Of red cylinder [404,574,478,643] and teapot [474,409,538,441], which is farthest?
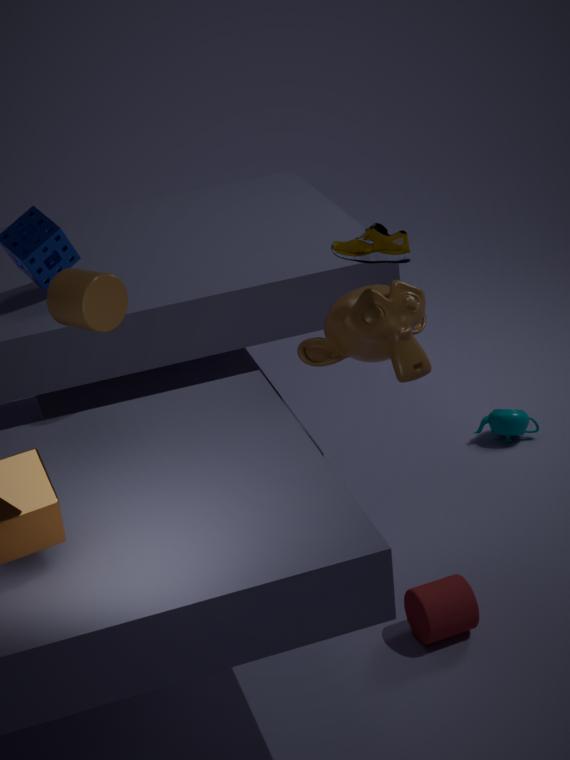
teapot [474,409,538,441]
